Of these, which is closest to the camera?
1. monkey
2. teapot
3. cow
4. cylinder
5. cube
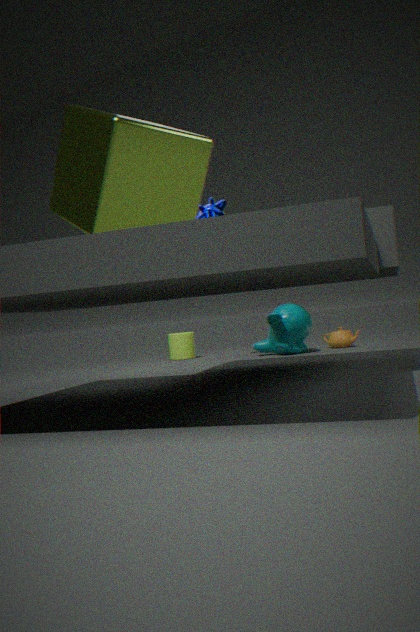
cube
